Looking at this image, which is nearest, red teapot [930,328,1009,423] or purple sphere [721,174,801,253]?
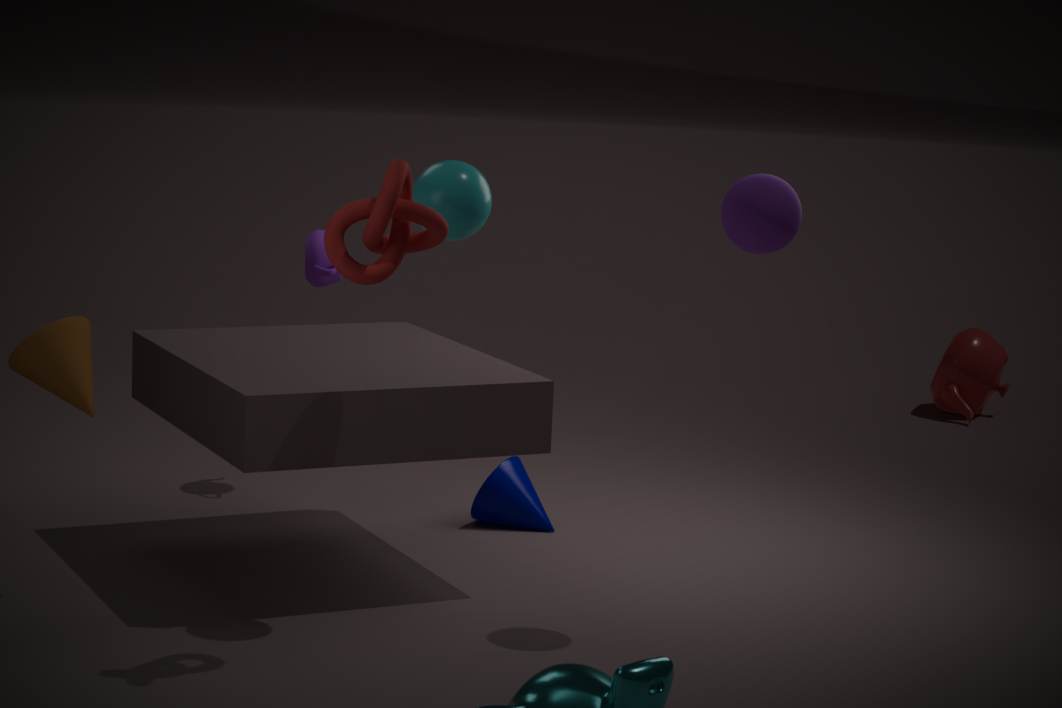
purple sphere [721,174,801,253]
